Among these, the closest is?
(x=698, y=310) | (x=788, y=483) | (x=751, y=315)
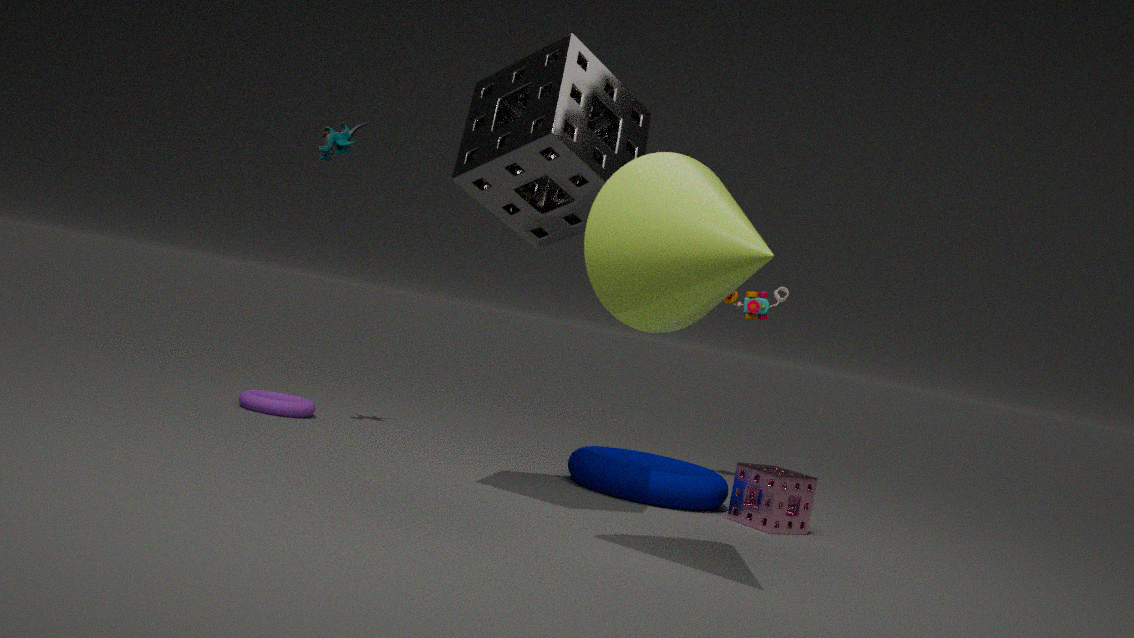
(x=698, y=310)
